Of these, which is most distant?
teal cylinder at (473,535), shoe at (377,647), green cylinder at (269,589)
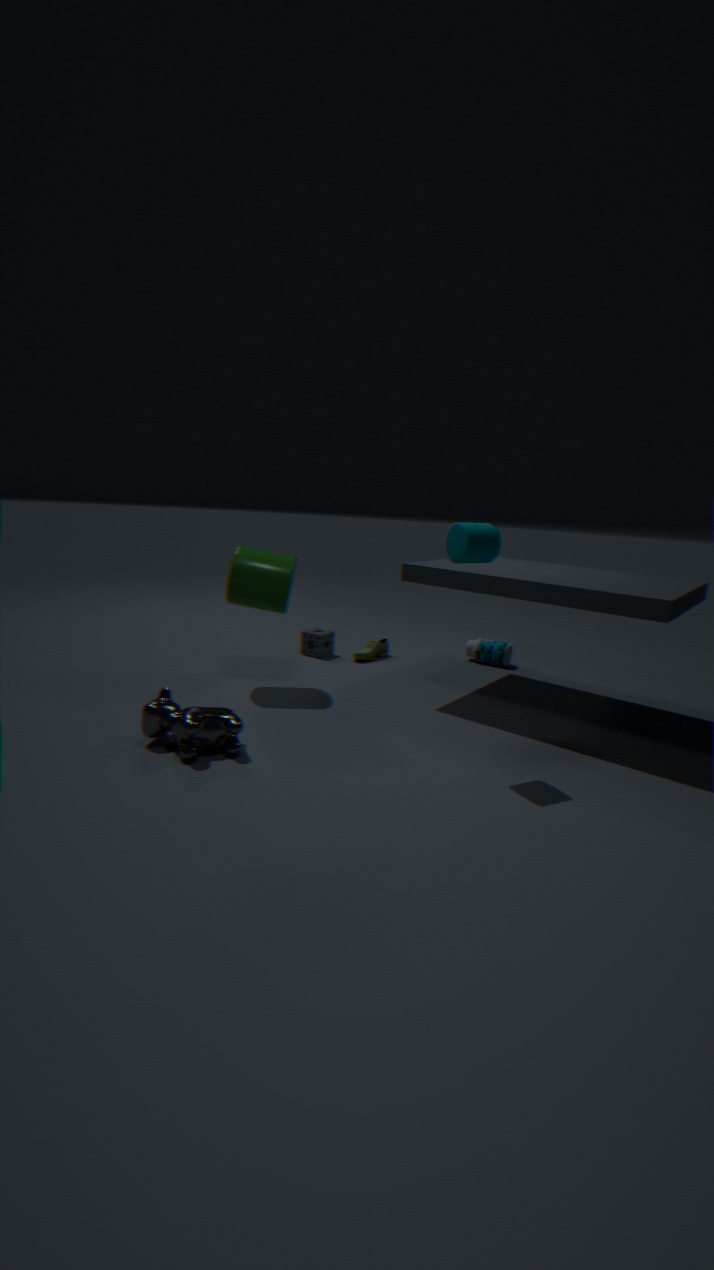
shoe at (377,647)
